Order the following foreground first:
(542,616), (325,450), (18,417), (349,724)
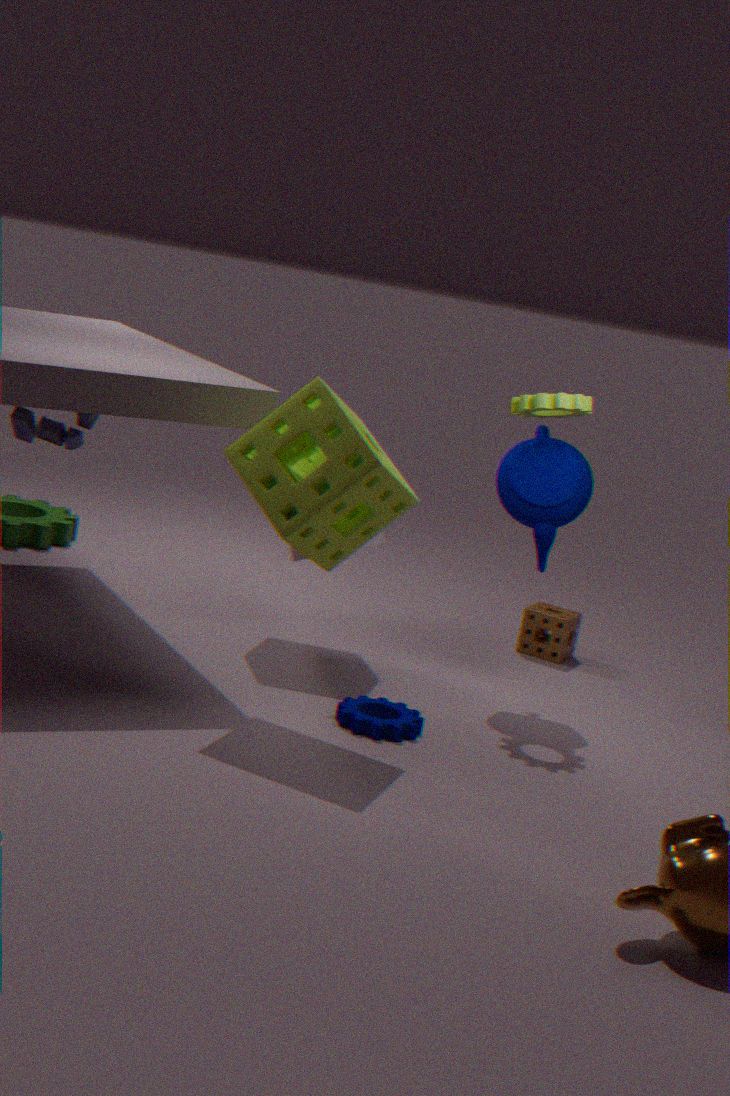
(325,450), (349,724), (18,417), (542,616)
